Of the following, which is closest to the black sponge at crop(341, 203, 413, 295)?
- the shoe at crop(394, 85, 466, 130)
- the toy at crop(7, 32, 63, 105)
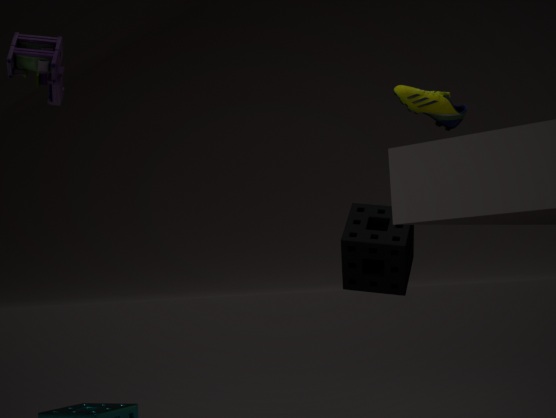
the shoe at crop(394, 85, 466, 130)
